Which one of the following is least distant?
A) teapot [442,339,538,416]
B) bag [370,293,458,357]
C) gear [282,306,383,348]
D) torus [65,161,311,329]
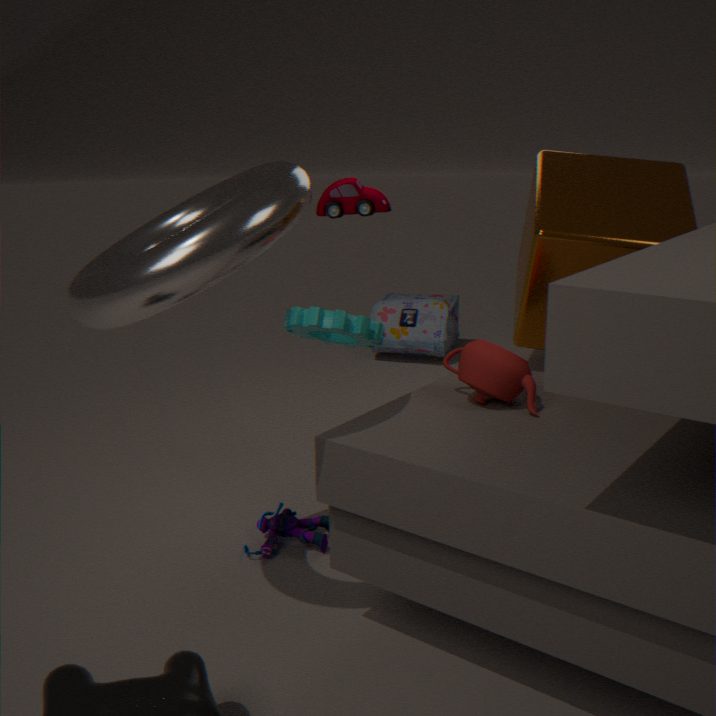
torus [65,161,311,329]
